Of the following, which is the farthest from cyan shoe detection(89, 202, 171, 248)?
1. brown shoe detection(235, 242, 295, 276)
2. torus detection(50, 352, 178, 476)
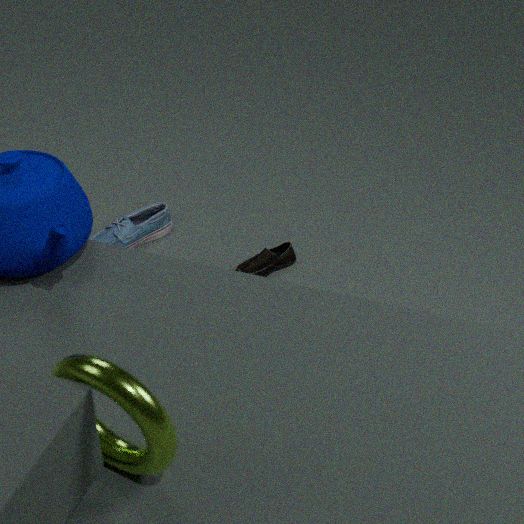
torus detection(50, 352, 178, 476)
